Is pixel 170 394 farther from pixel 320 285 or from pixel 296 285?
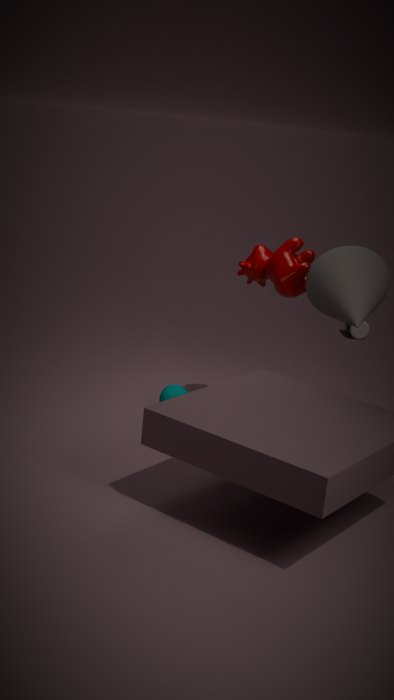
pixel 320 285
